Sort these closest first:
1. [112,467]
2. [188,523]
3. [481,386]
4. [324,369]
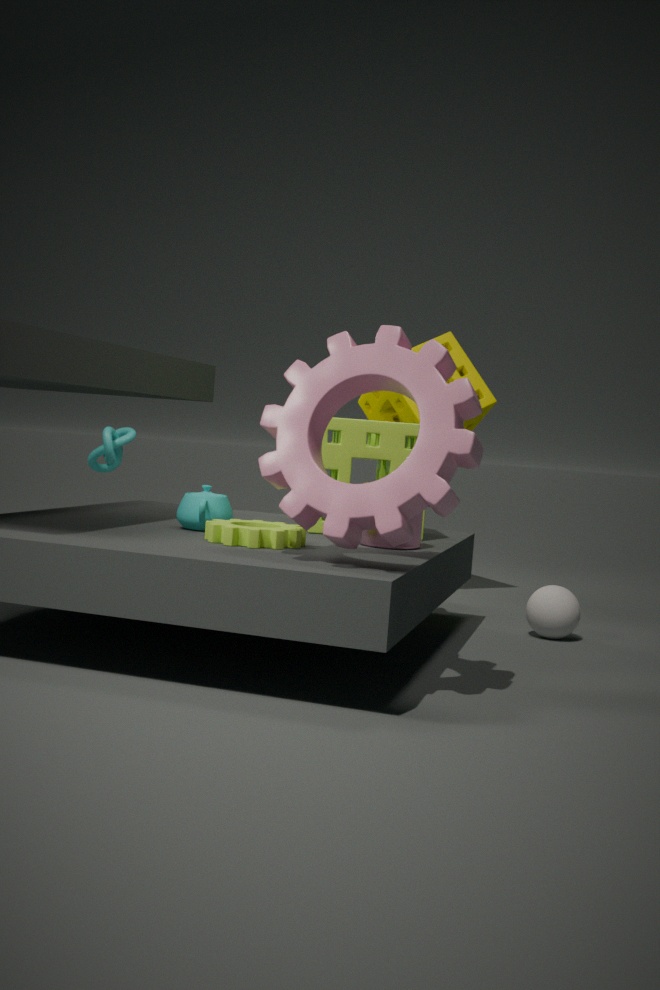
[324,369] < [188,523] < [481,386] < [112,467]
